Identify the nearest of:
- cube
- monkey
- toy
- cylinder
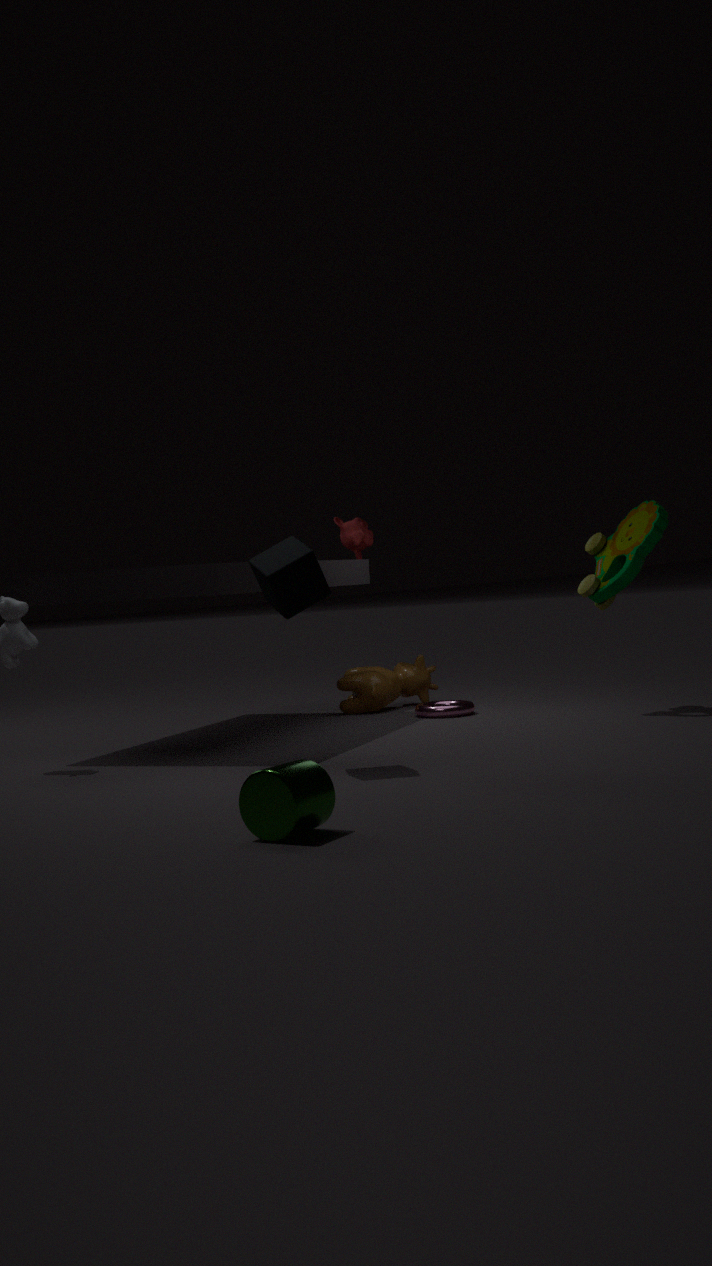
cylinder
